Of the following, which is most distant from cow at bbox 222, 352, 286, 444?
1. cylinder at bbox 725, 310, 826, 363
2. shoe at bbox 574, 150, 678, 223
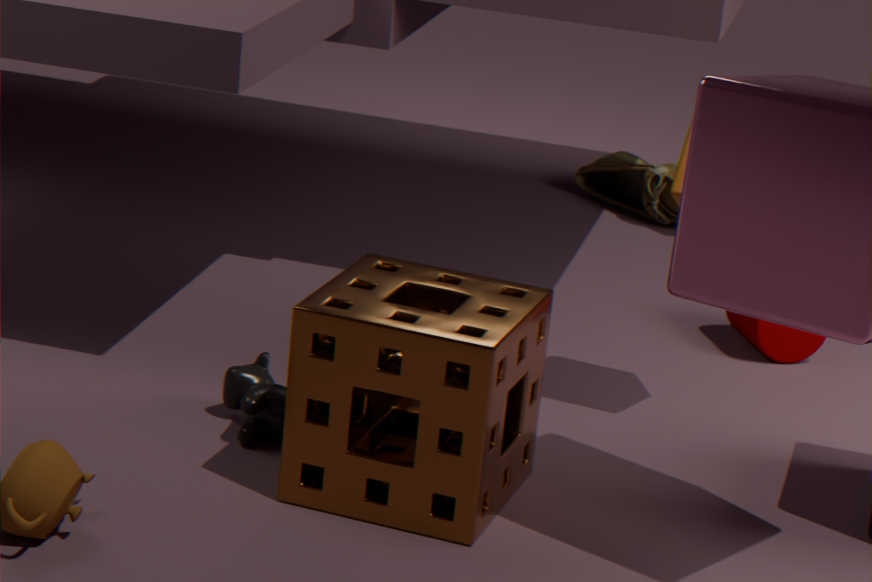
shoe at bbox 574, 150, 678, 223
